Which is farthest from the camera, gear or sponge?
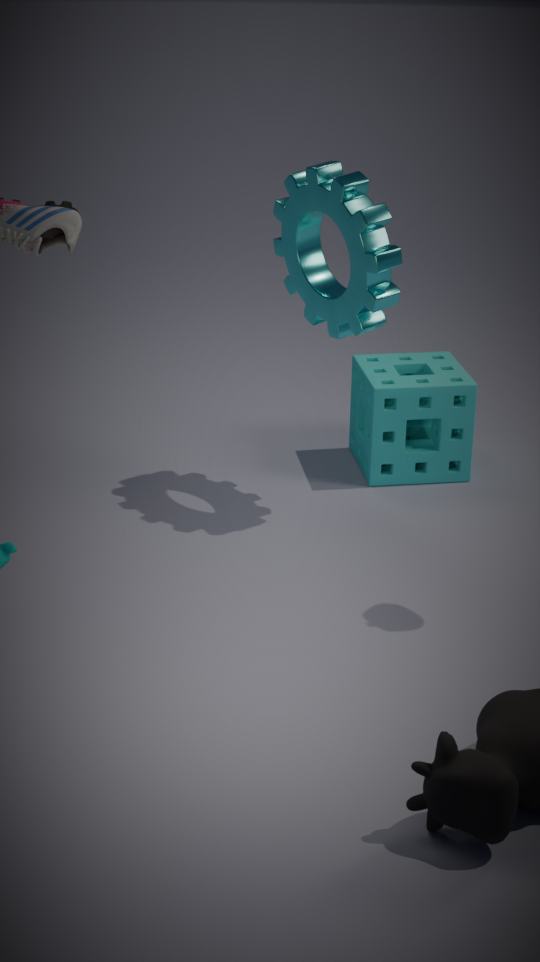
sponge
